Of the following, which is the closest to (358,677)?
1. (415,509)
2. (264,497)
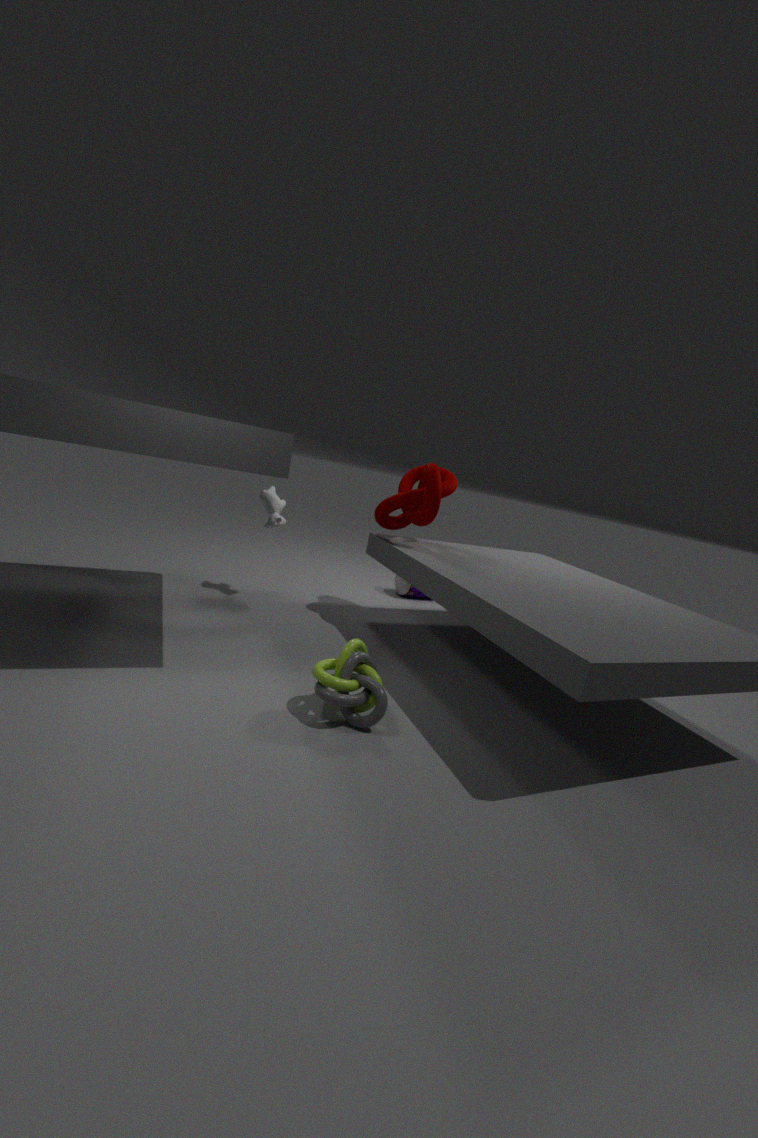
(415,509)
